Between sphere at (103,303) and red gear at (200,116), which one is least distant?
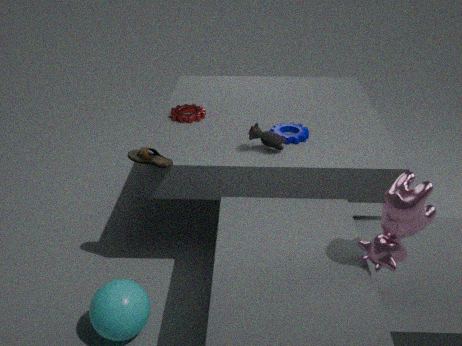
sphere at (103,303)
